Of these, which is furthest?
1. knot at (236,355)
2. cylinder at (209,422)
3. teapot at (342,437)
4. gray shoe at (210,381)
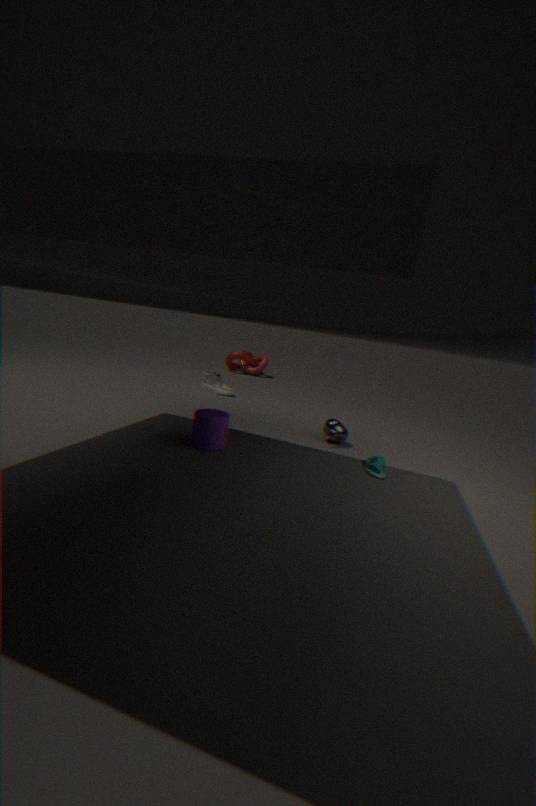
knot at (236,355)
